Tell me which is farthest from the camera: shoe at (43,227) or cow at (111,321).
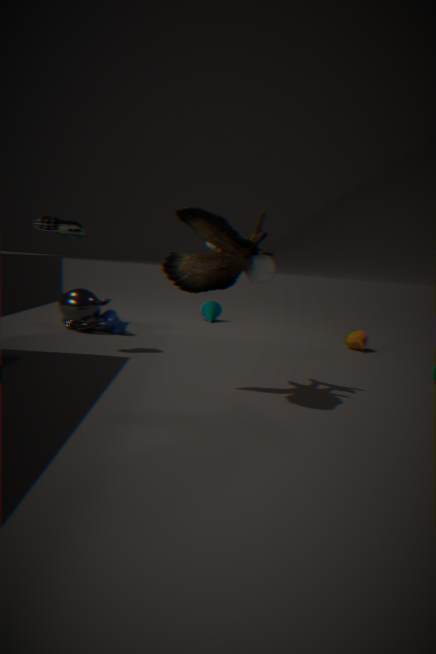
cow at (111,321)
